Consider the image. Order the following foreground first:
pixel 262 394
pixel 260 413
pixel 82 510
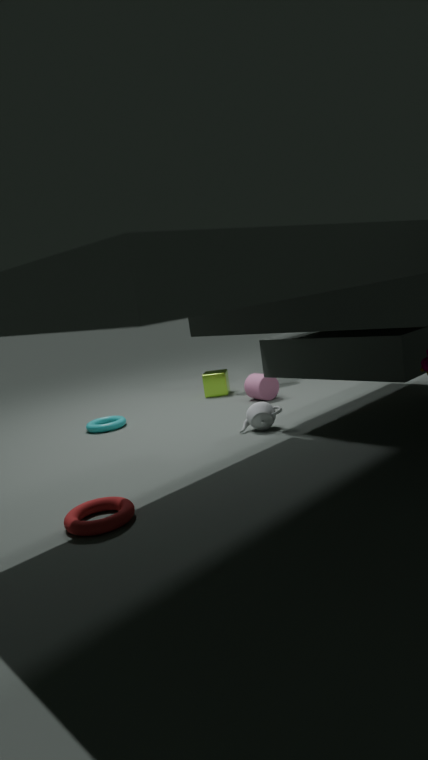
pixel 82 510 < pixel 260 413 < pixel 262 394
